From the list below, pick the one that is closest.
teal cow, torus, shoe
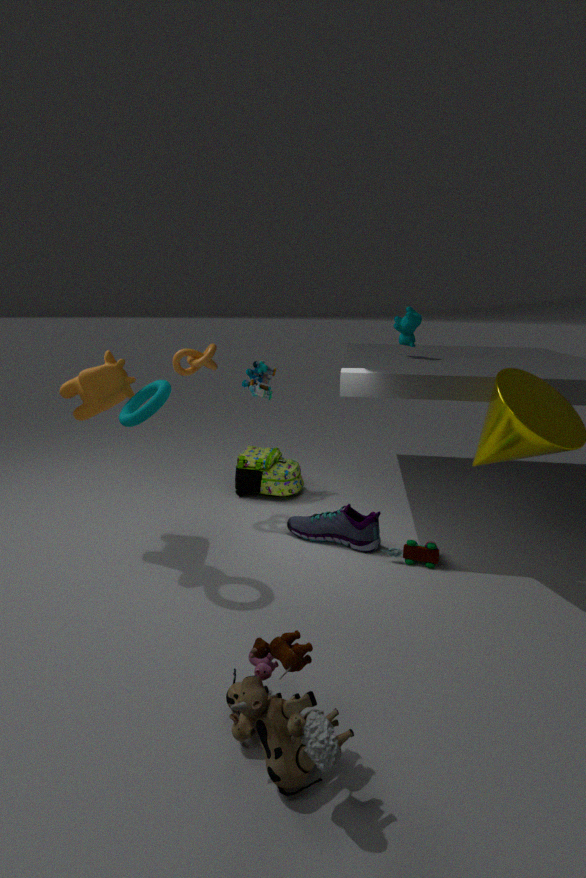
torus
